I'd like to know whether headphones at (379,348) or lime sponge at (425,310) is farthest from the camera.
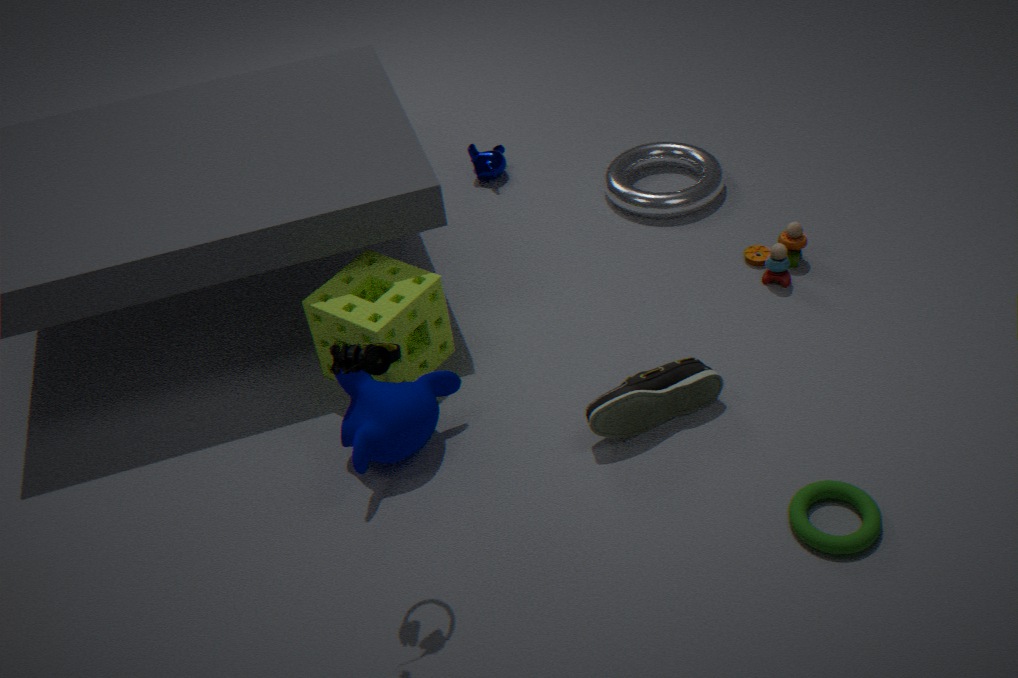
lime sponge at (425,310)
